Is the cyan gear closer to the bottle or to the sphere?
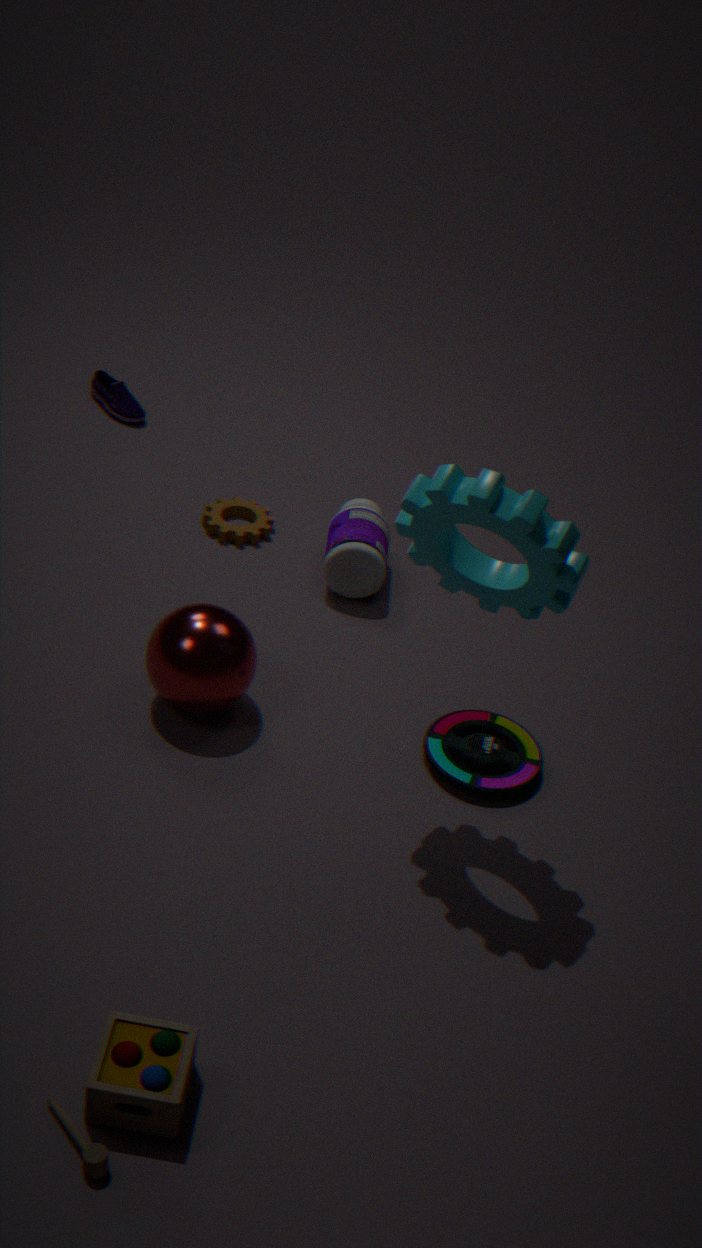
the sphere
